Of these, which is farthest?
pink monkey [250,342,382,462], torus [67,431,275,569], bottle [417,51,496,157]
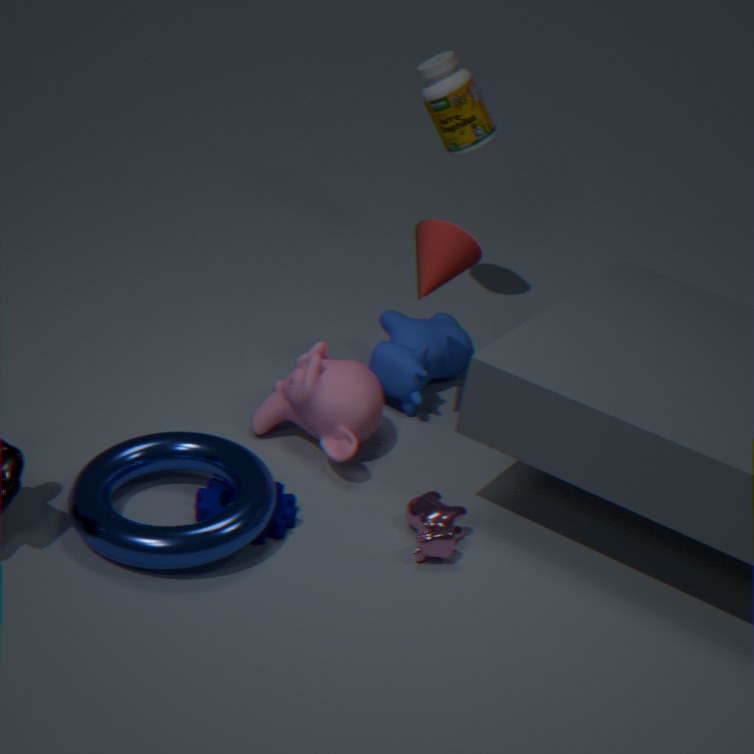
bottle [417,51,496,157]
